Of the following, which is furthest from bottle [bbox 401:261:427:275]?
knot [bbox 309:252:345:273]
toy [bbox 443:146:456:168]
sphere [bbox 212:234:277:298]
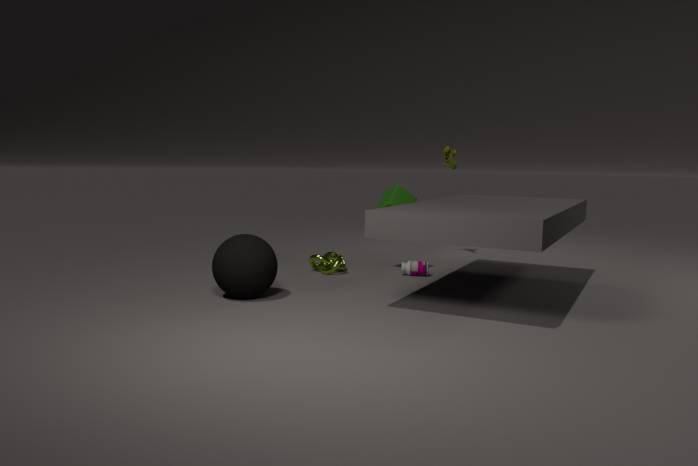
toy [bbox 443:146:456:168]
